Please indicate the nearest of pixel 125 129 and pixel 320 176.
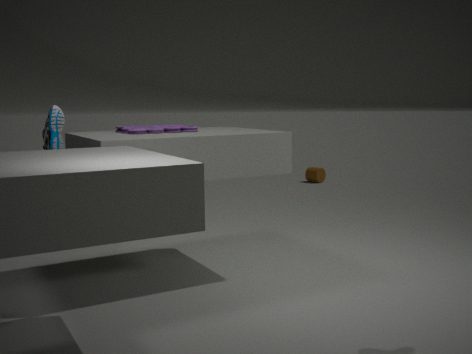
pixel 125 129
